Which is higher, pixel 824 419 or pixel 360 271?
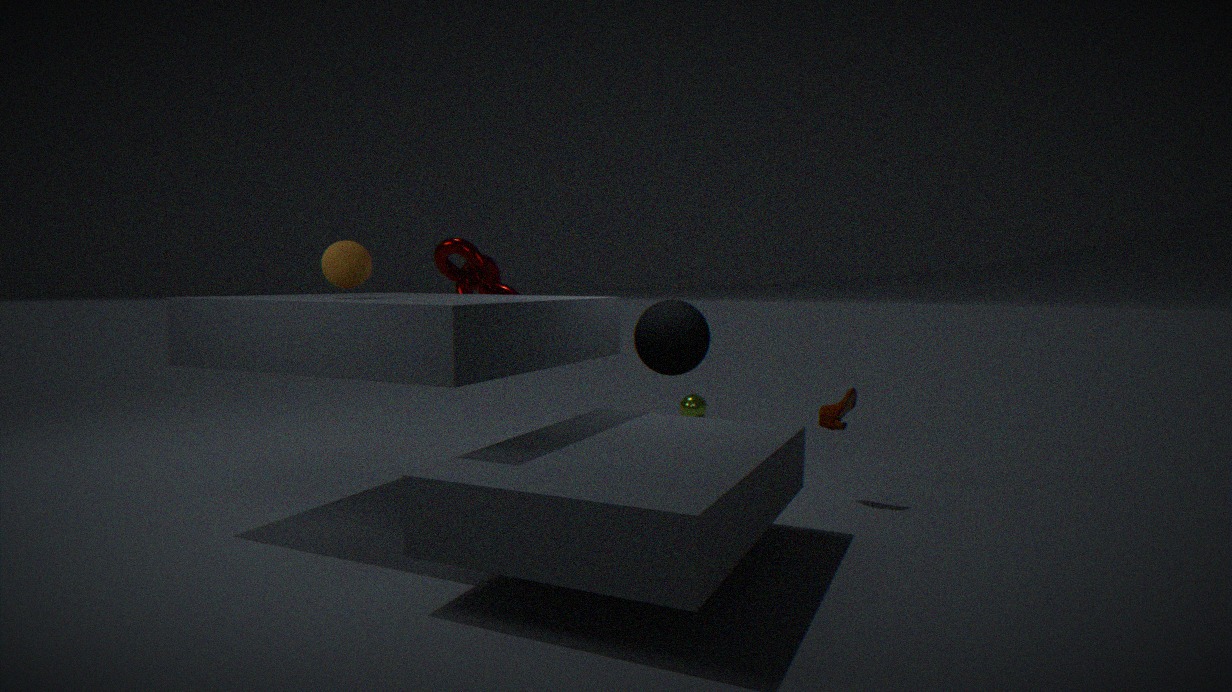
pixel 360 271
